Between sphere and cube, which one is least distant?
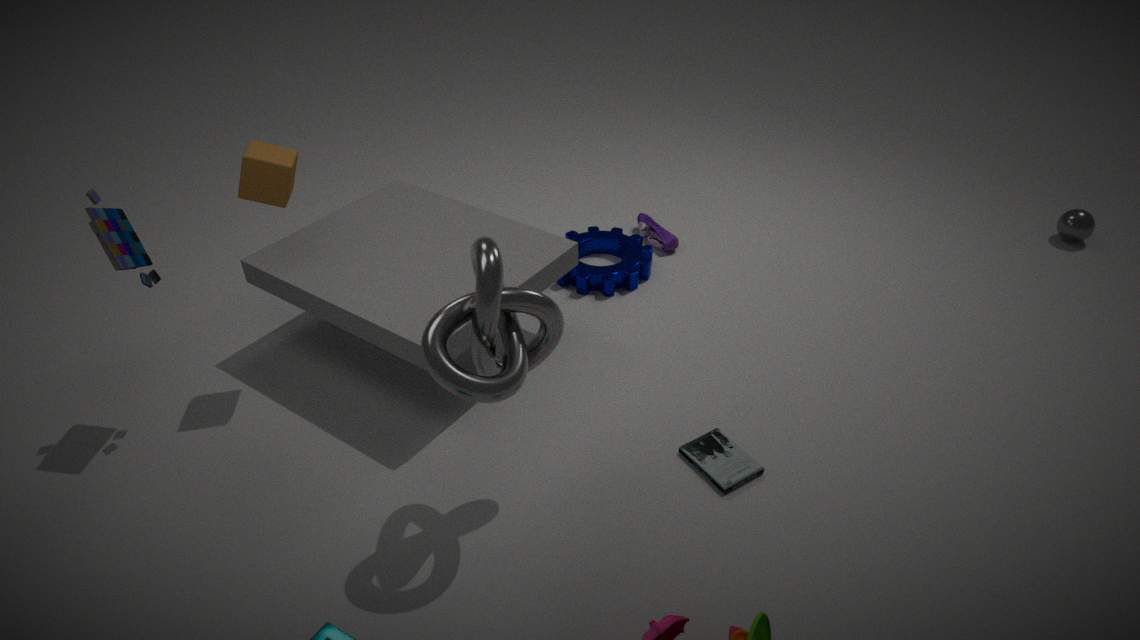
cube
